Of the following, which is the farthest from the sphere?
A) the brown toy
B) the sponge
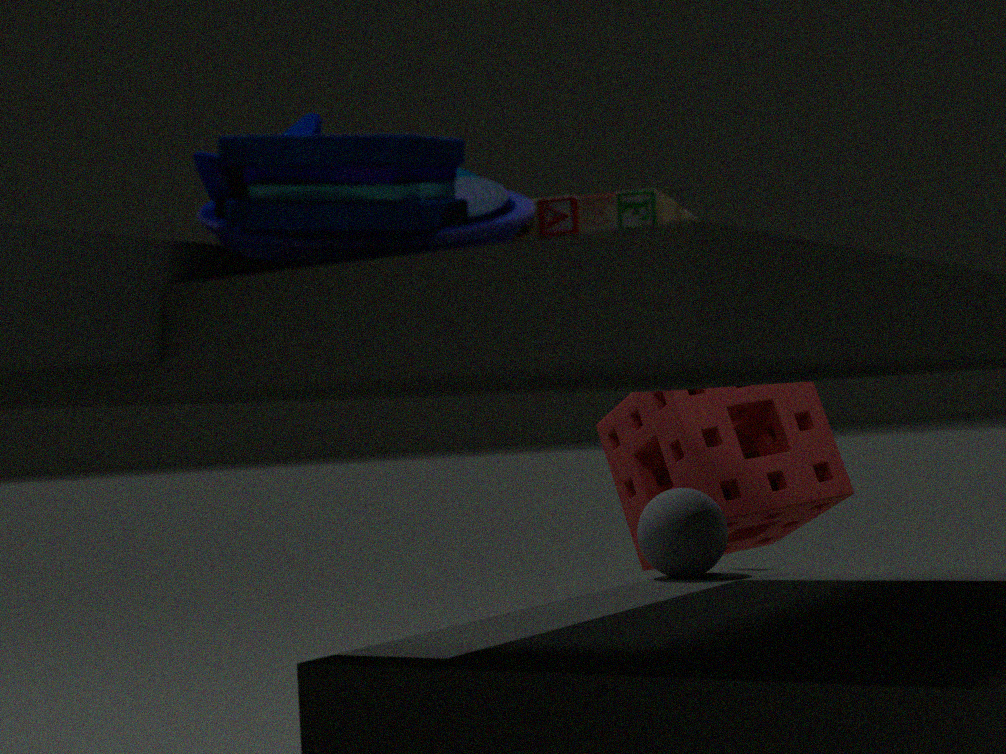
the brown toy
